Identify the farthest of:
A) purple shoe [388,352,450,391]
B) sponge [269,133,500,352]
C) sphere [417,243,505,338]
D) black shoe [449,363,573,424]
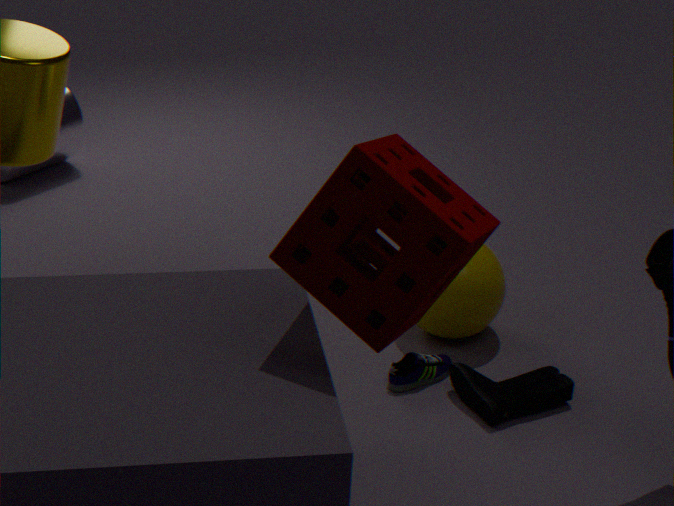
sphere [417,243,505,338]
